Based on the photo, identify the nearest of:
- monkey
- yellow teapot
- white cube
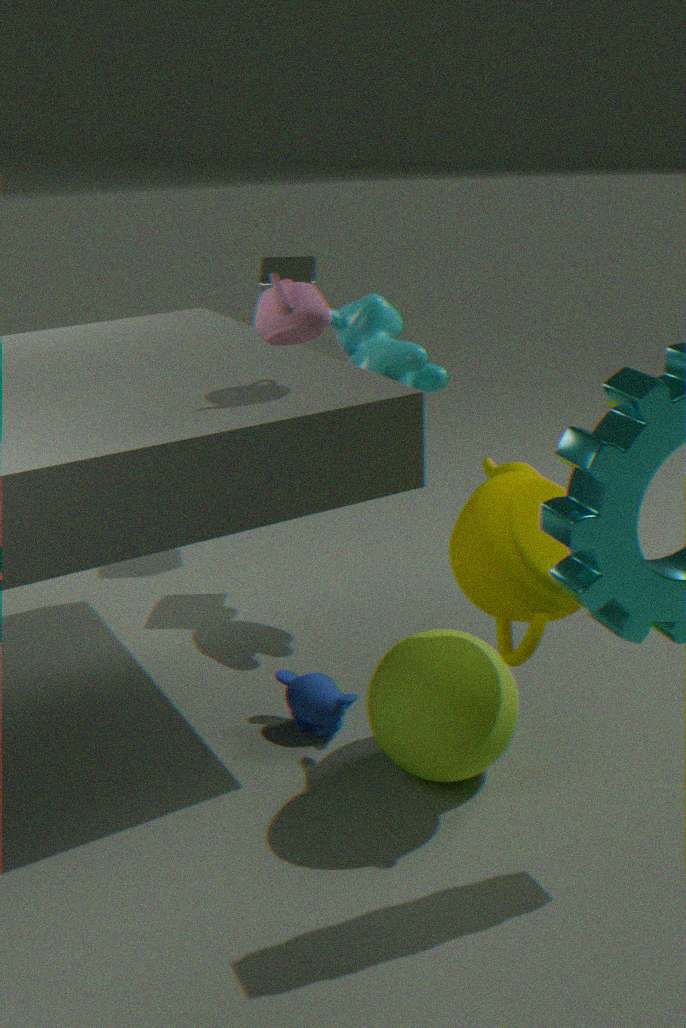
yellow teapot
